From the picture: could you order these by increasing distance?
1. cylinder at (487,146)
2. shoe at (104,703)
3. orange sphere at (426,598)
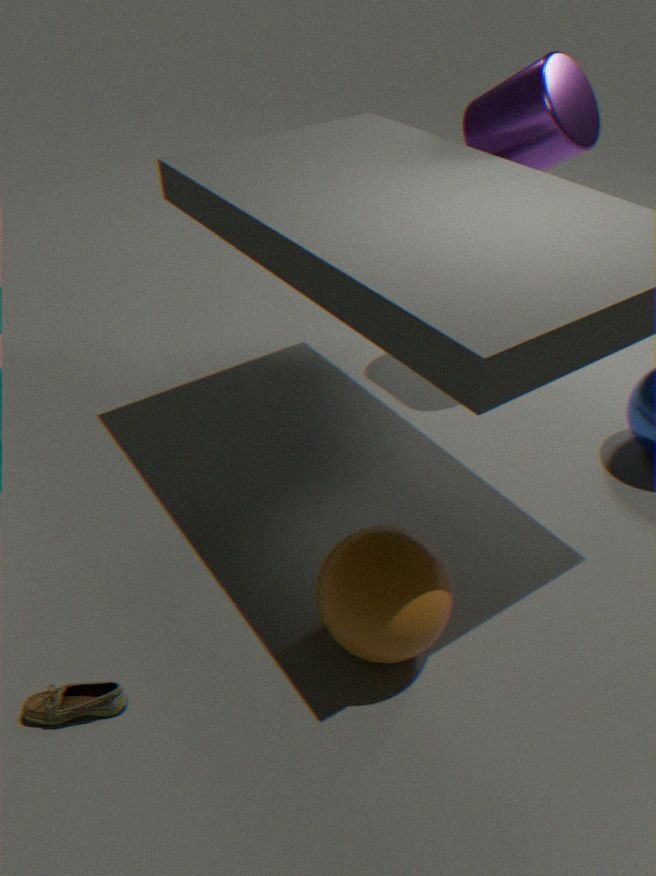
orange sphere at (426,598) < shoe at (104,703) < cylinder at (487,146)
